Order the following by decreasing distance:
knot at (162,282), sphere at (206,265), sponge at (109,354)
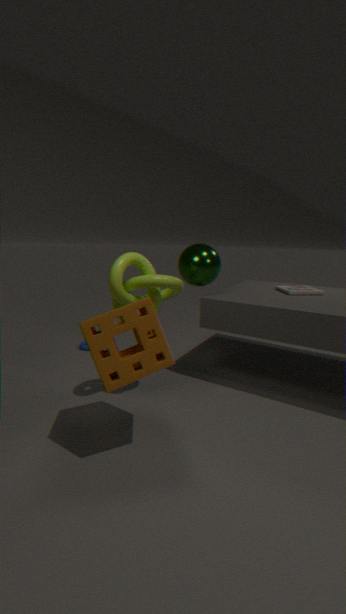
sphere at (206,265) → knot at (162,282) → sponge at (109,354)
